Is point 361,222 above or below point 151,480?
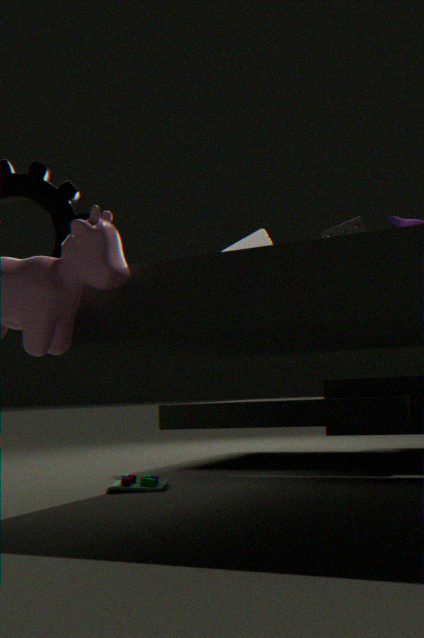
above
